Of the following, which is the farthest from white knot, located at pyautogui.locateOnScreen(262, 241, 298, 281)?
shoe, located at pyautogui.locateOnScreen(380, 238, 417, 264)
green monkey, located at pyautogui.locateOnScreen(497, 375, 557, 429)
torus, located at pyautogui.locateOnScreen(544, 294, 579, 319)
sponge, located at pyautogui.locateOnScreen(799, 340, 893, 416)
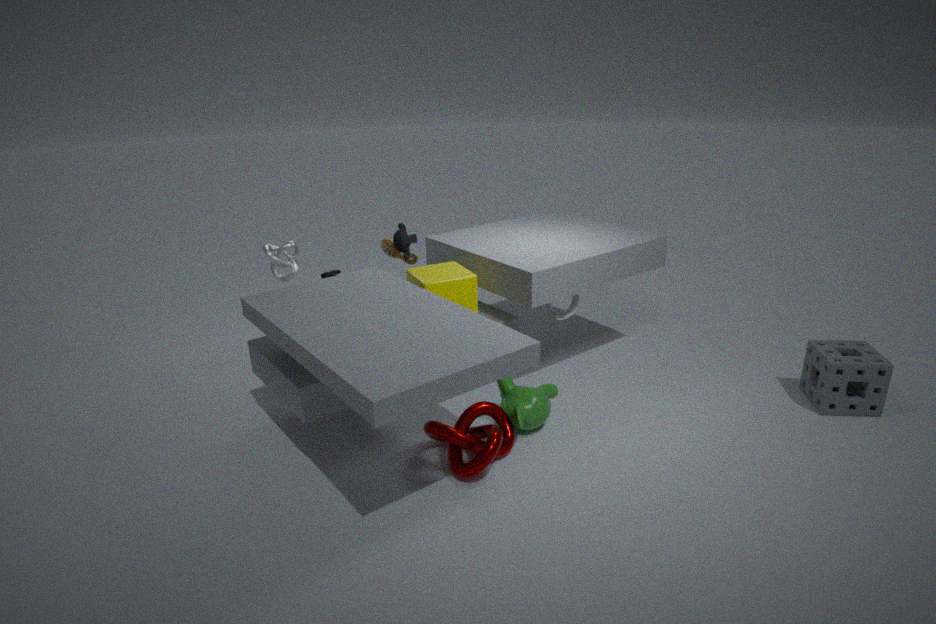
sponge, located at pyautogui.locateOnScreen(799, 340, 893, 416)
